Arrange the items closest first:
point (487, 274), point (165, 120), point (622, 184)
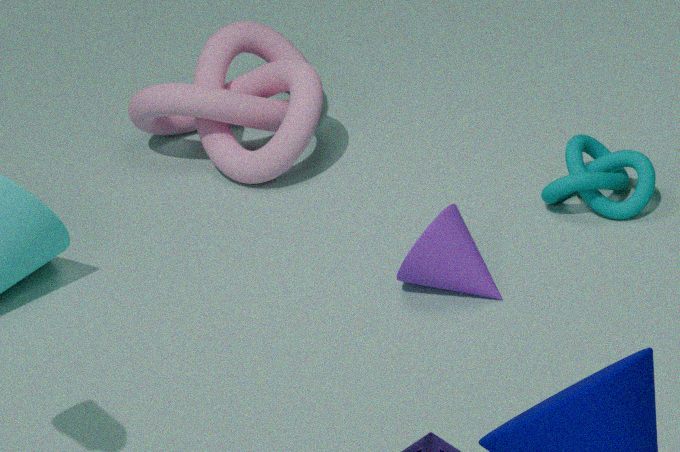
point (487, 274) → point (622, 184) → point (165, 120)
